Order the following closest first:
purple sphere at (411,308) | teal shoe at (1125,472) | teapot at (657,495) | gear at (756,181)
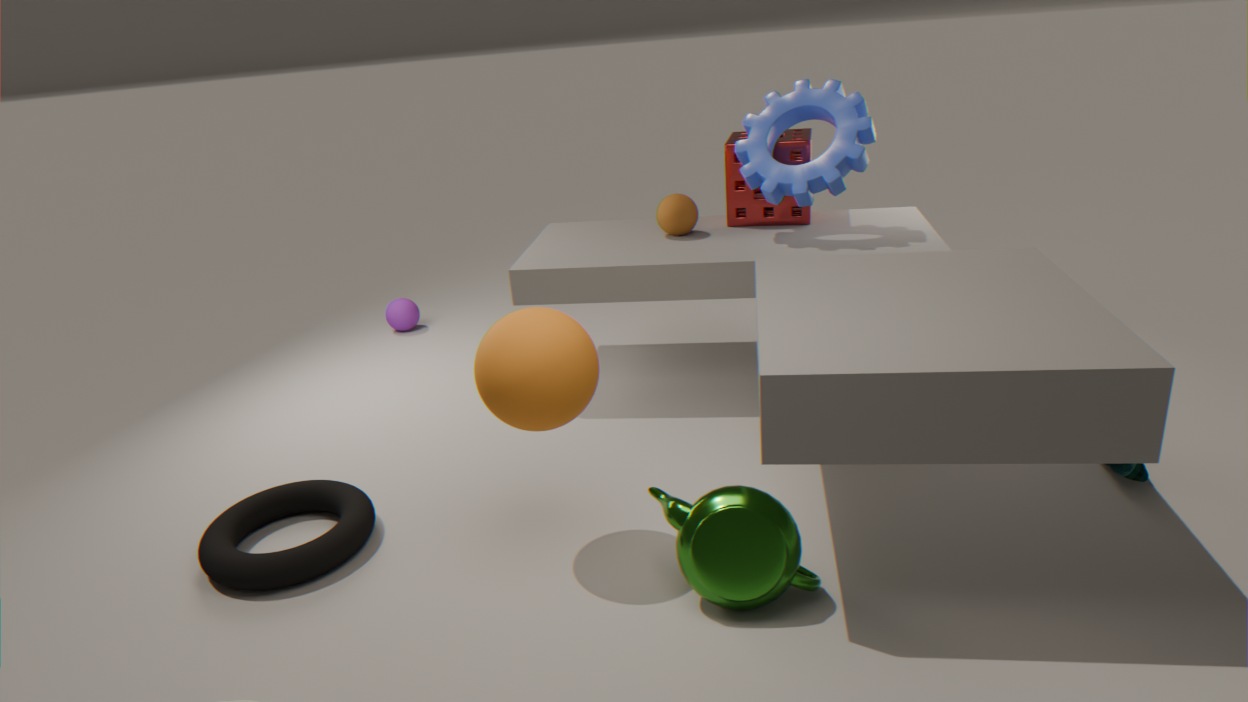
teapot at (657,495) < teal shoe at (1125,472) < gear at (756,181) < purple sphere at (411,308)
